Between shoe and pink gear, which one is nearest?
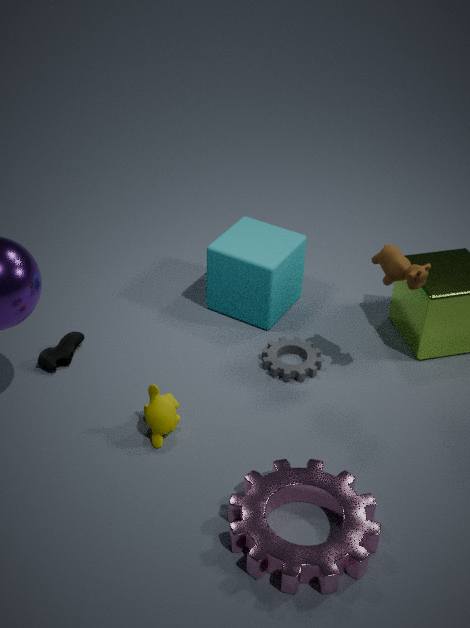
pink gear
